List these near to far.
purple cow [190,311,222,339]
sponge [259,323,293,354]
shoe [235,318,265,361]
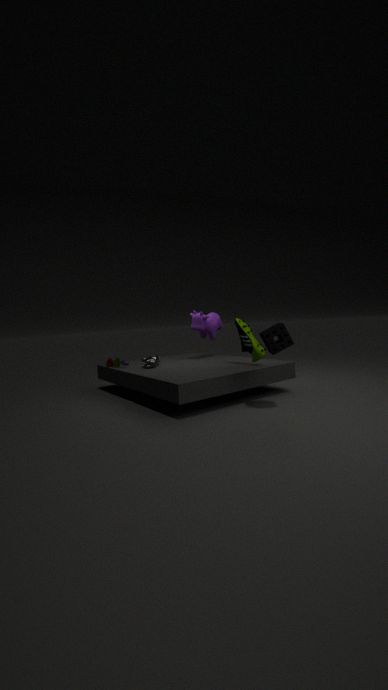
sponge [259,323,293,354]
shoe [235,318,265,361]
purple cow [190,311,222,339]
